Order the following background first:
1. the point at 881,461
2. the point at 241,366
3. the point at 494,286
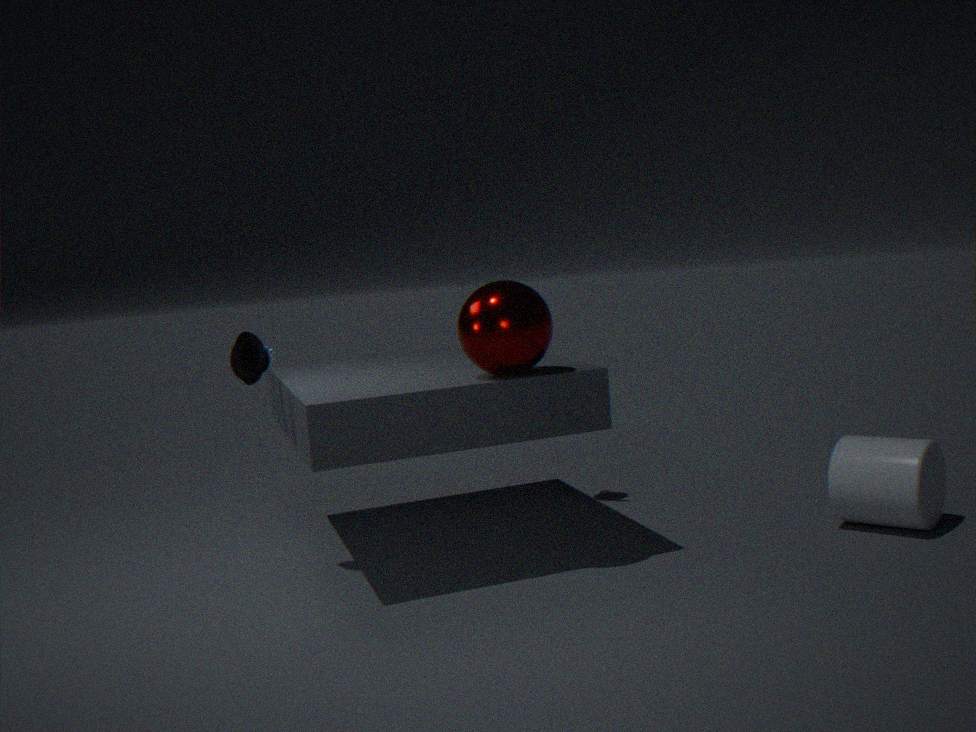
1. the point at 881,461
2. the point at 241,366
3. the point at 494,286
